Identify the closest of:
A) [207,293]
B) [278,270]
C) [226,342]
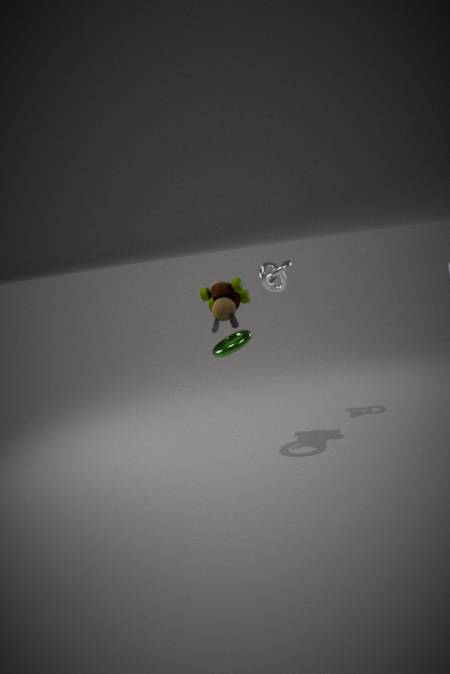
[226,342]
